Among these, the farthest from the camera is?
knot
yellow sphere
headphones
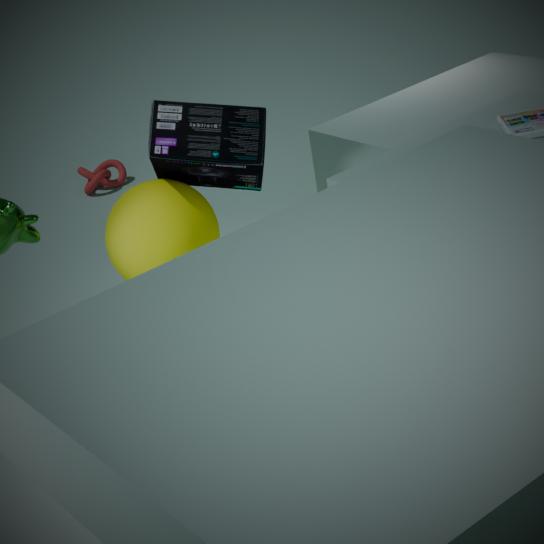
knot
